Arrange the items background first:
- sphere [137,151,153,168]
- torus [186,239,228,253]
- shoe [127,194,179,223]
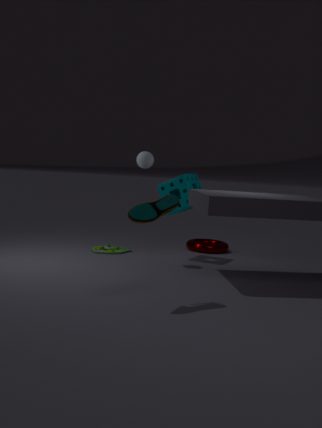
1. torus [186,239,228,253]
2. sphere [137,151,153,168]
3. shoe [127,194,179,223]
